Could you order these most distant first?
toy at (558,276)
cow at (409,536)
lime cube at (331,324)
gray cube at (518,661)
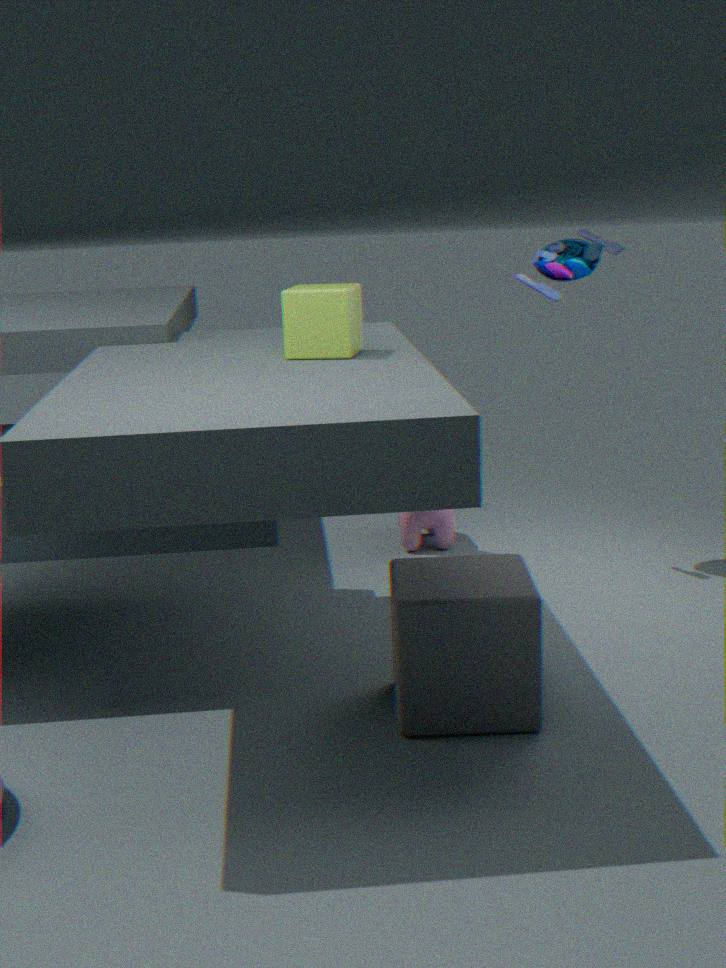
cow at (409,536), toy at (558,276), lime cube at (331,324), gray cube at (518,661)
